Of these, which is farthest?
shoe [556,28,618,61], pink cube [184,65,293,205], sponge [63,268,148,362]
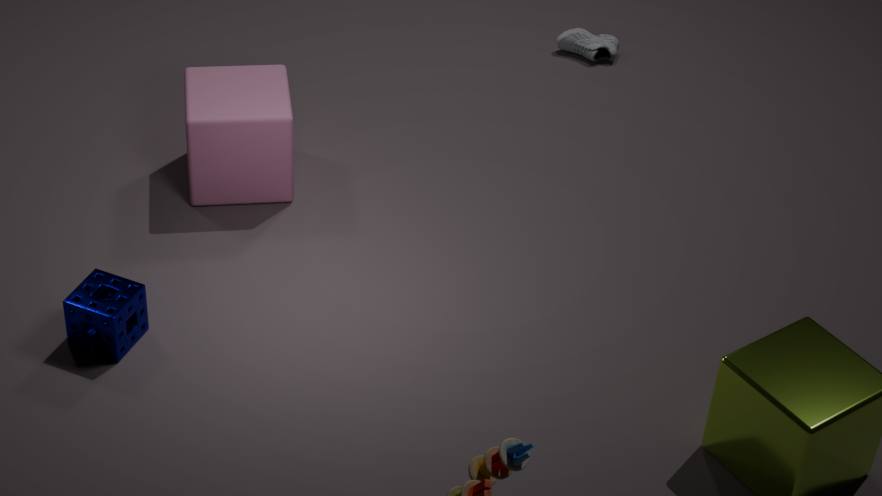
shoe [556,28,618,61]
